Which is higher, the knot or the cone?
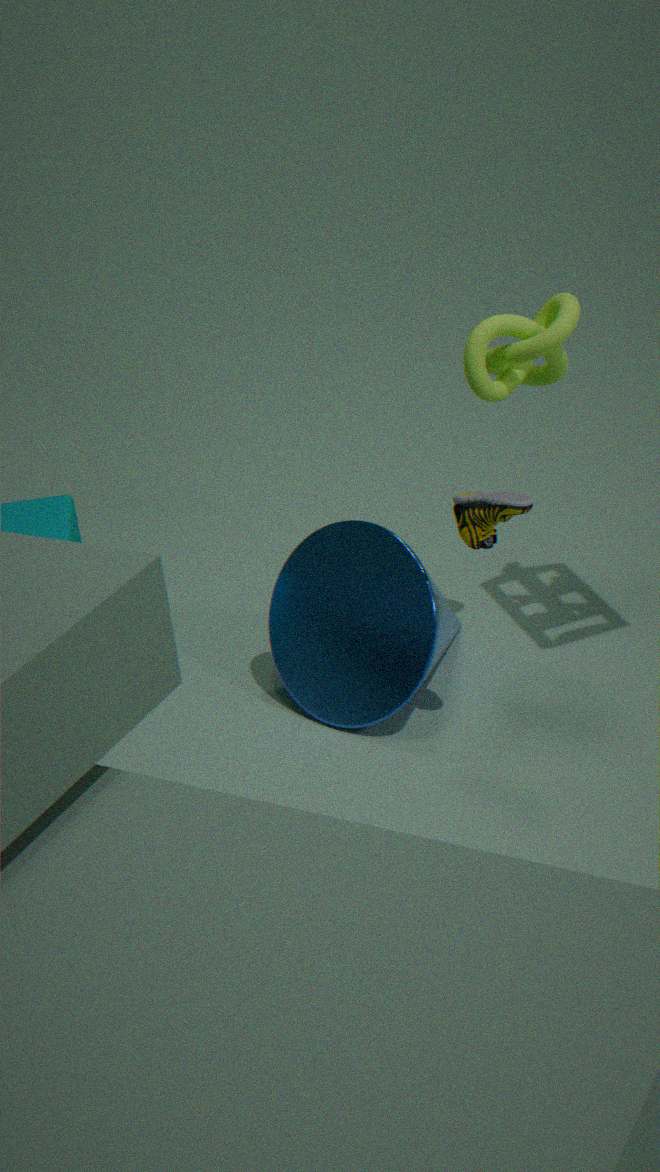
the knot
